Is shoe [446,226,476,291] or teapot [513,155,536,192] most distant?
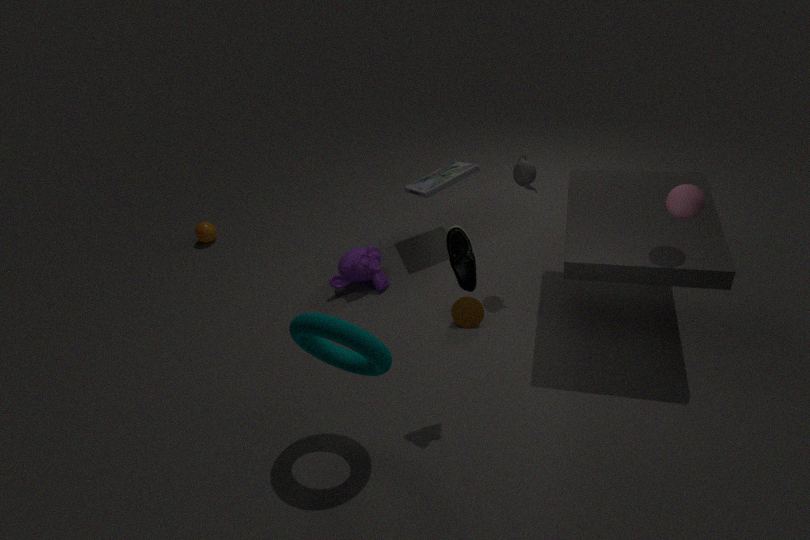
teapot [513,155,536,192]
